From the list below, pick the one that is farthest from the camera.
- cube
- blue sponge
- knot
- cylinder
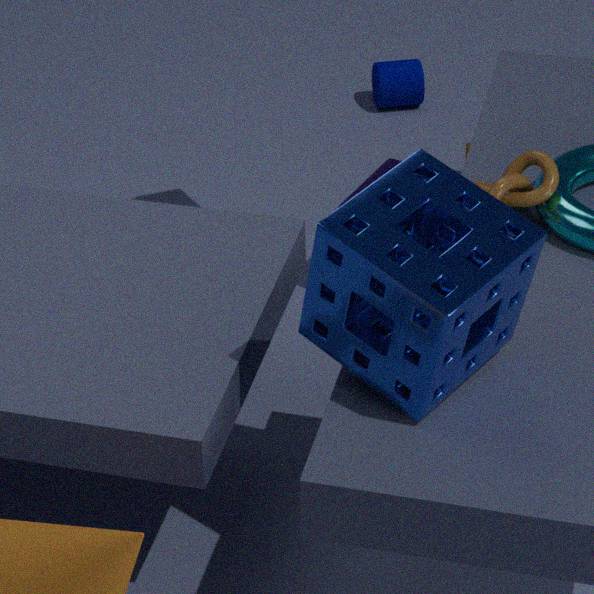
cylinder
